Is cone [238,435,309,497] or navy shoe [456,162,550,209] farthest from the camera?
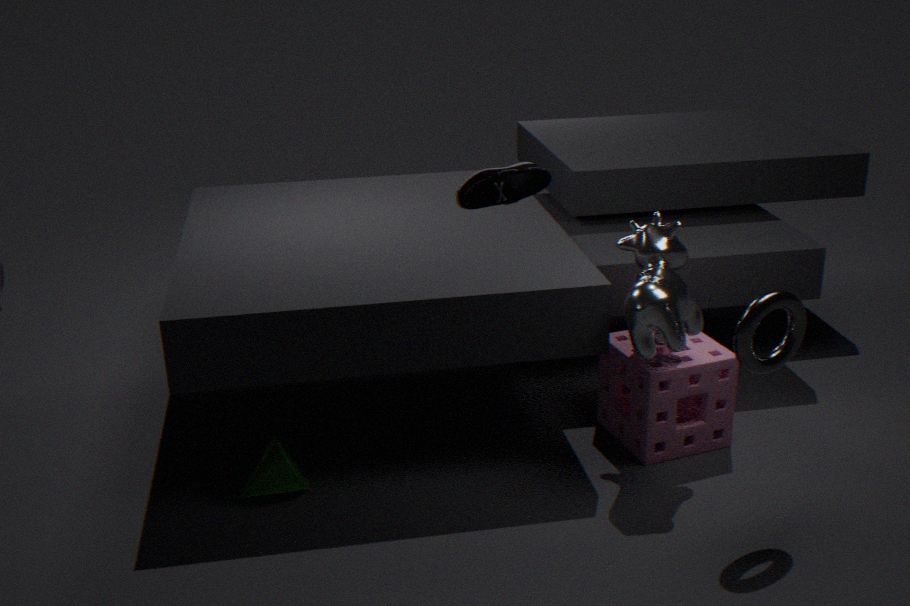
cone [238,435,309,497]
